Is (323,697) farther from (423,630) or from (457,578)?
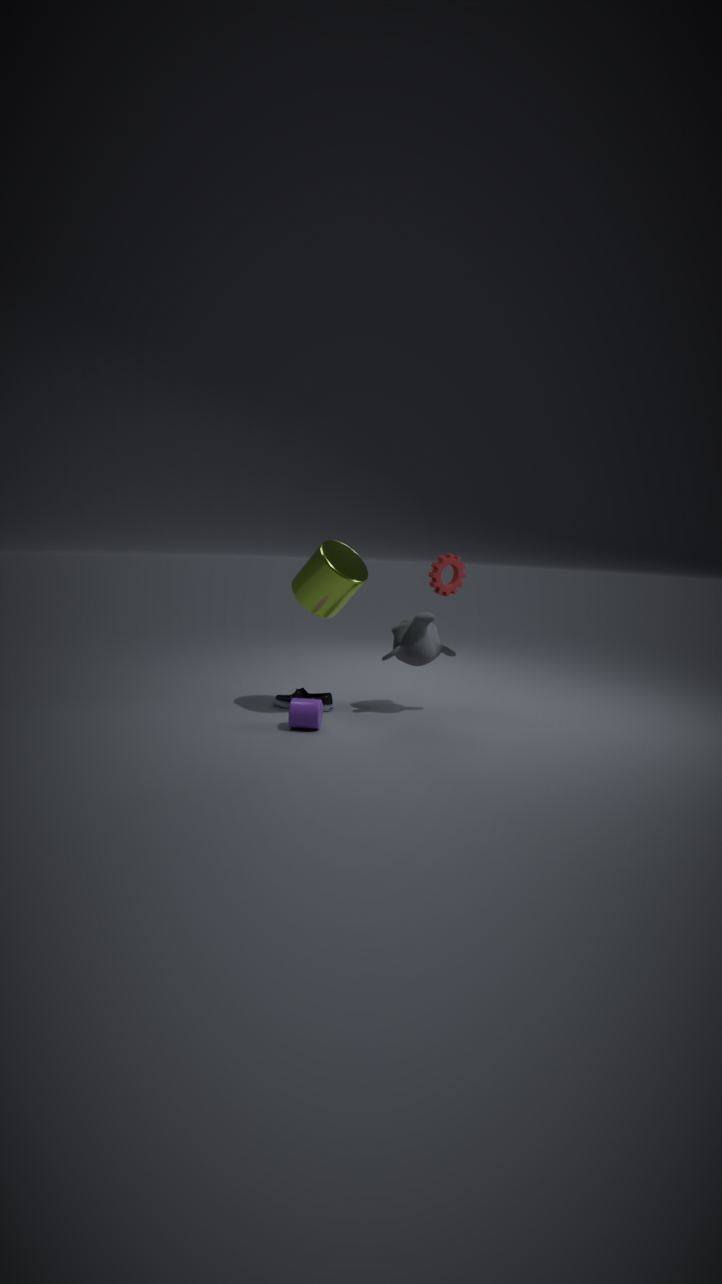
(457,578)
